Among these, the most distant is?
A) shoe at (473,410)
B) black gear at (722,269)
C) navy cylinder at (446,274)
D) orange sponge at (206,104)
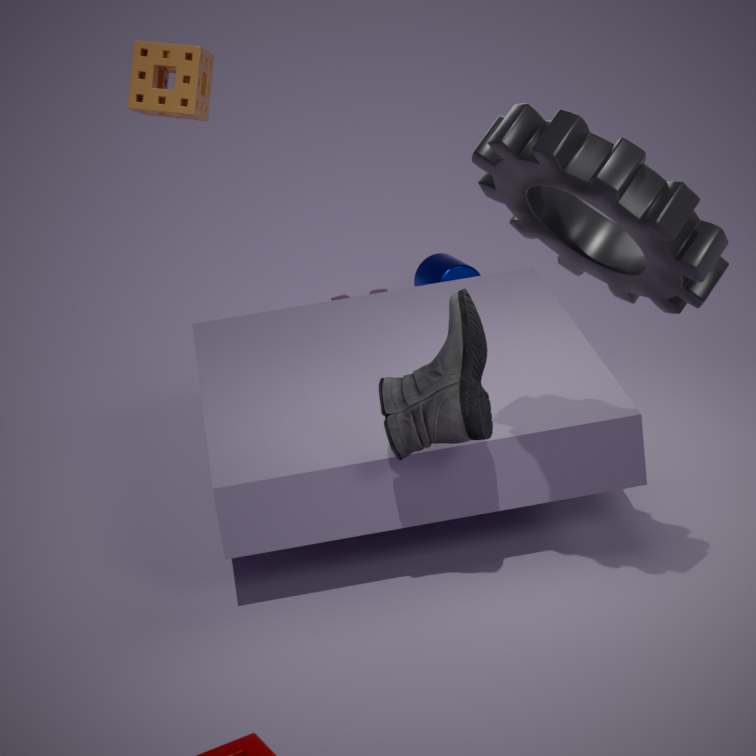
navy cylinder at (446,274)
